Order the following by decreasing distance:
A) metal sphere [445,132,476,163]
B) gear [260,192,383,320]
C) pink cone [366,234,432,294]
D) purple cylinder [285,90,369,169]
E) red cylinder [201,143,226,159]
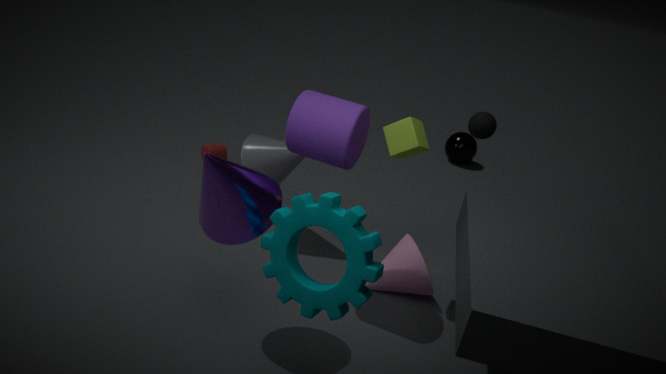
metal sphere [445,132,476,163] < red cylinder [201,143,226,159] < pink cone [366,234,432,294] < purple cylinder [285,90,369,169] < gear [260,192,383,320]
